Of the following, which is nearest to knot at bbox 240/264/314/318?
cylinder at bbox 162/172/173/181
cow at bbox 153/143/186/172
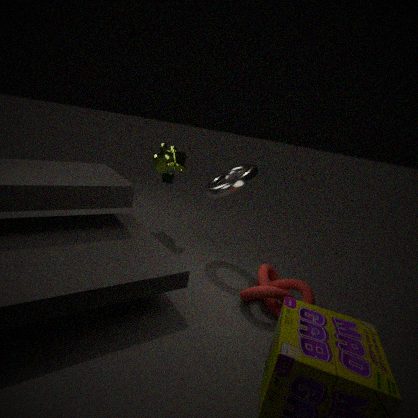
cow at bbox 153/143/186/172
